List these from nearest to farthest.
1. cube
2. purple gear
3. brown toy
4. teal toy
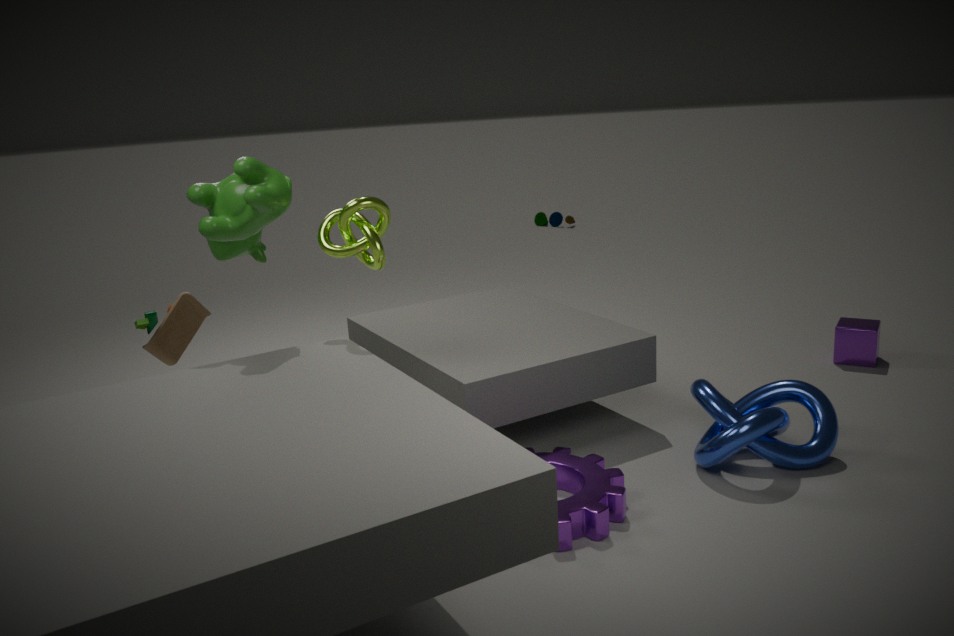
purple gear → brown toy → cube → teal toy
